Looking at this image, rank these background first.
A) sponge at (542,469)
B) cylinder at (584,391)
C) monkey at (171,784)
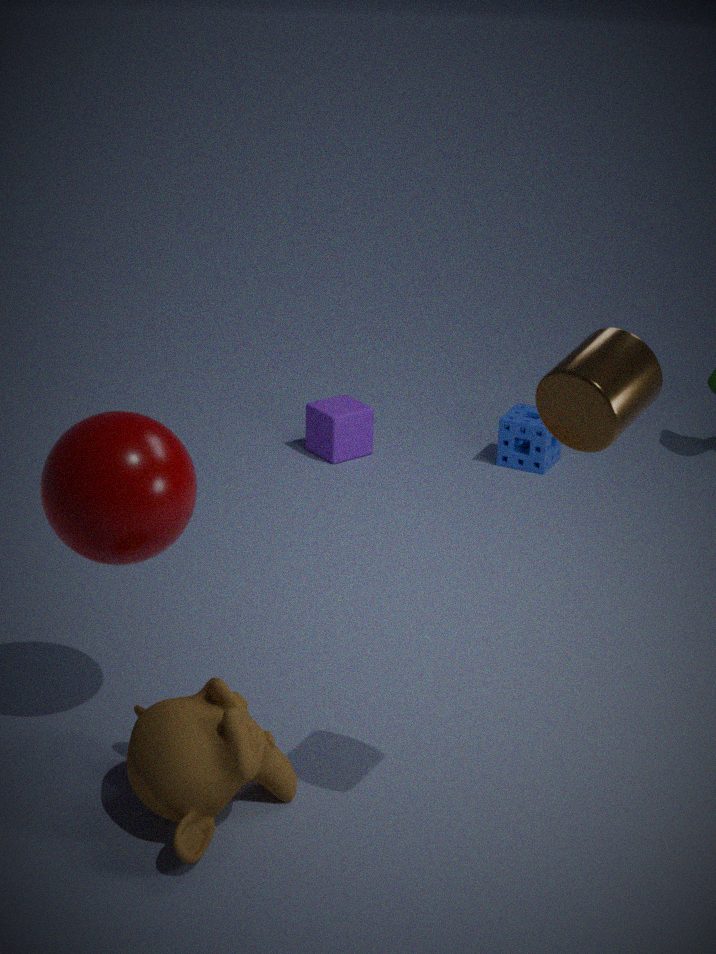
1. A. sponge at (542,469)
2. C. monkey at (171,784)
3. B. cylinder at (584,391)
